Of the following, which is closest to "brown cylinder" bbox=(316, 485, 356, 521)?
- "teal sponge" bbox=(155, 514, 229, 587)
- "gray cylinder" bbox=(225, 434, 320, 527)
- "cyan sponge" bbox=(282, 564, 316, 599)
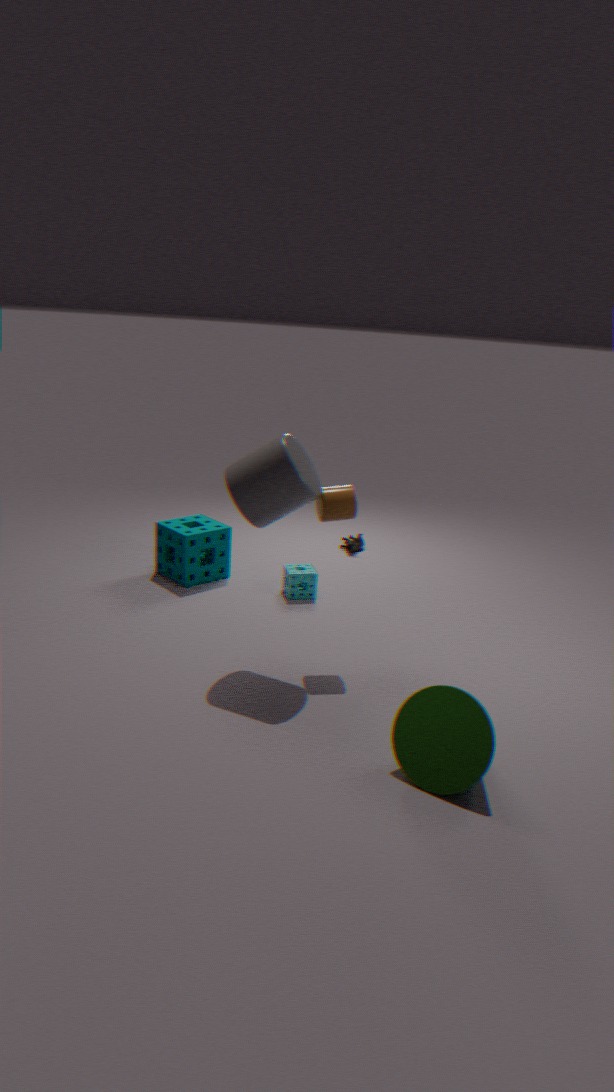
"gray cylinder" bbox=(225, 434, 320, 527)
